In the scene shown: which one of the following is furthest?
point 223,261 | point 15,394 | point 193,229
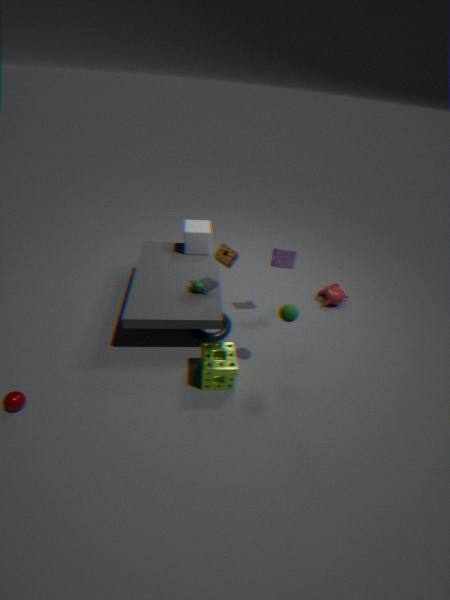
point 193,229
